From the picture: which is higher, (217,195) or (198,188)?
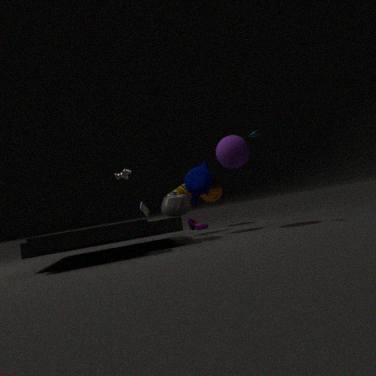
(198,188)
